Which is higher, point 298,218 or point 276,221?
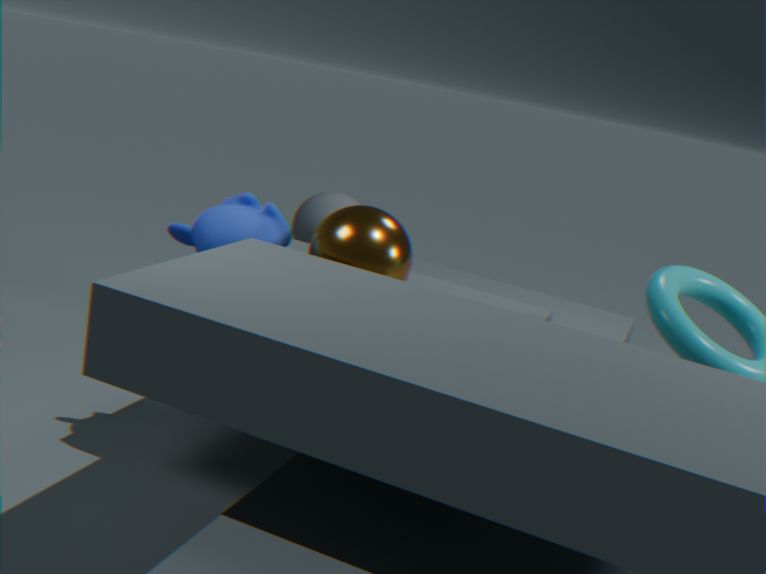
point 276,221
